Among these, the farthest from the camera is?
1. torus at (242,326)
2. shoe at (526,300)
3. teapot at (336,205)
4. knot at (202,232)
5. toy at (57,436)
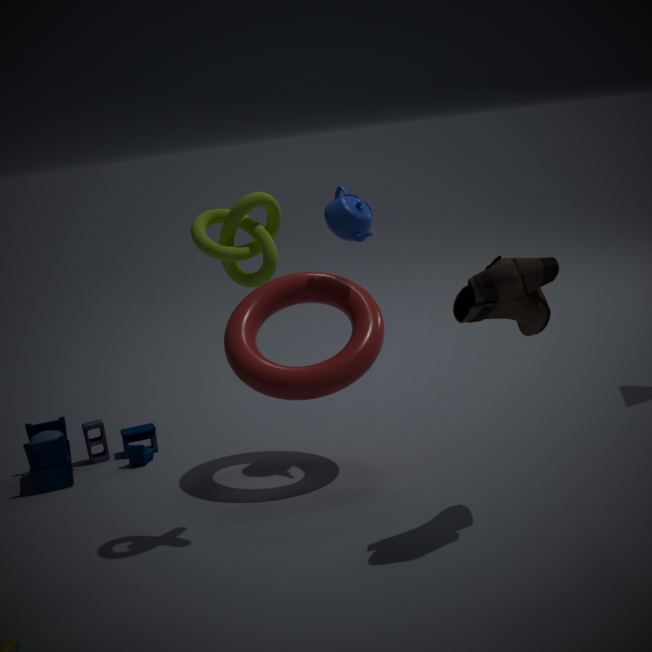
toy at (57,436)
